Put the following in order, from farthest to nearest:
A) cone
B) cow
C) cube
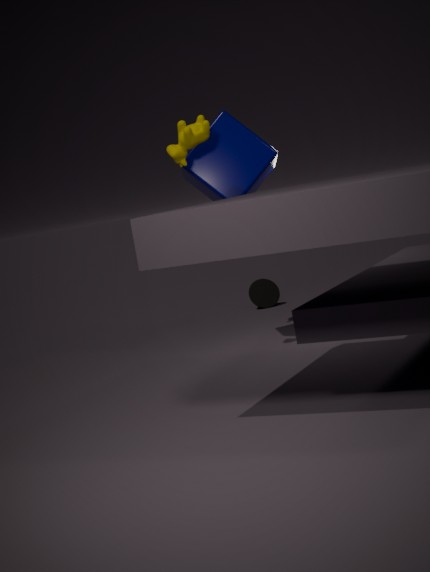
cone
cube
cow
